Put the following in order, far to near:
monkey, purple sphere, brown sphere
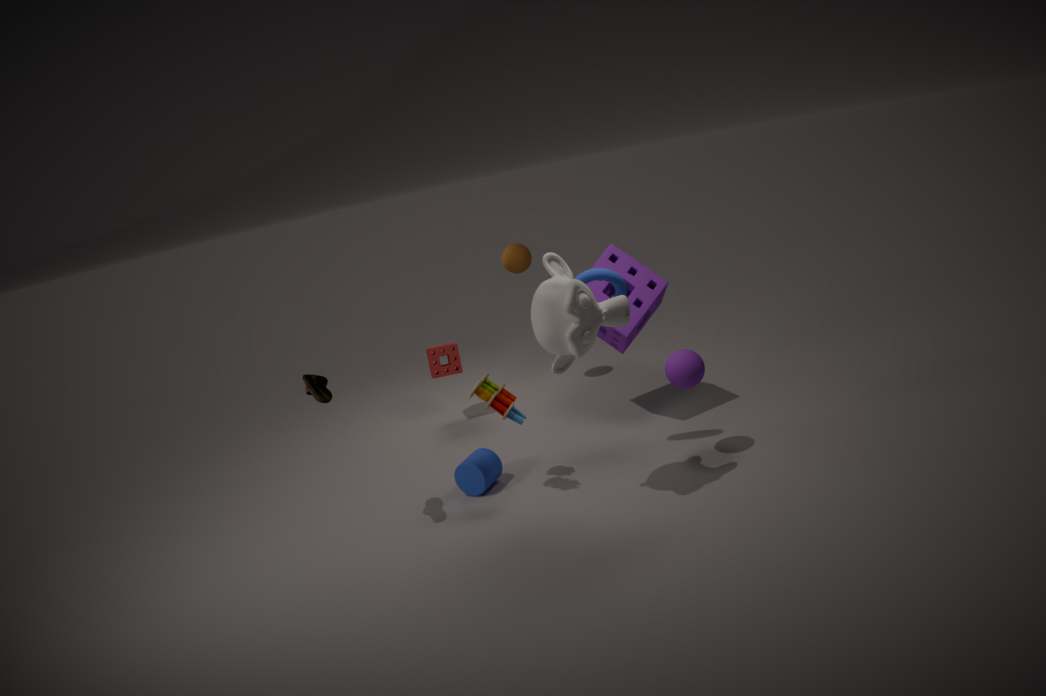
brown sphere < purple sphere < monkey
